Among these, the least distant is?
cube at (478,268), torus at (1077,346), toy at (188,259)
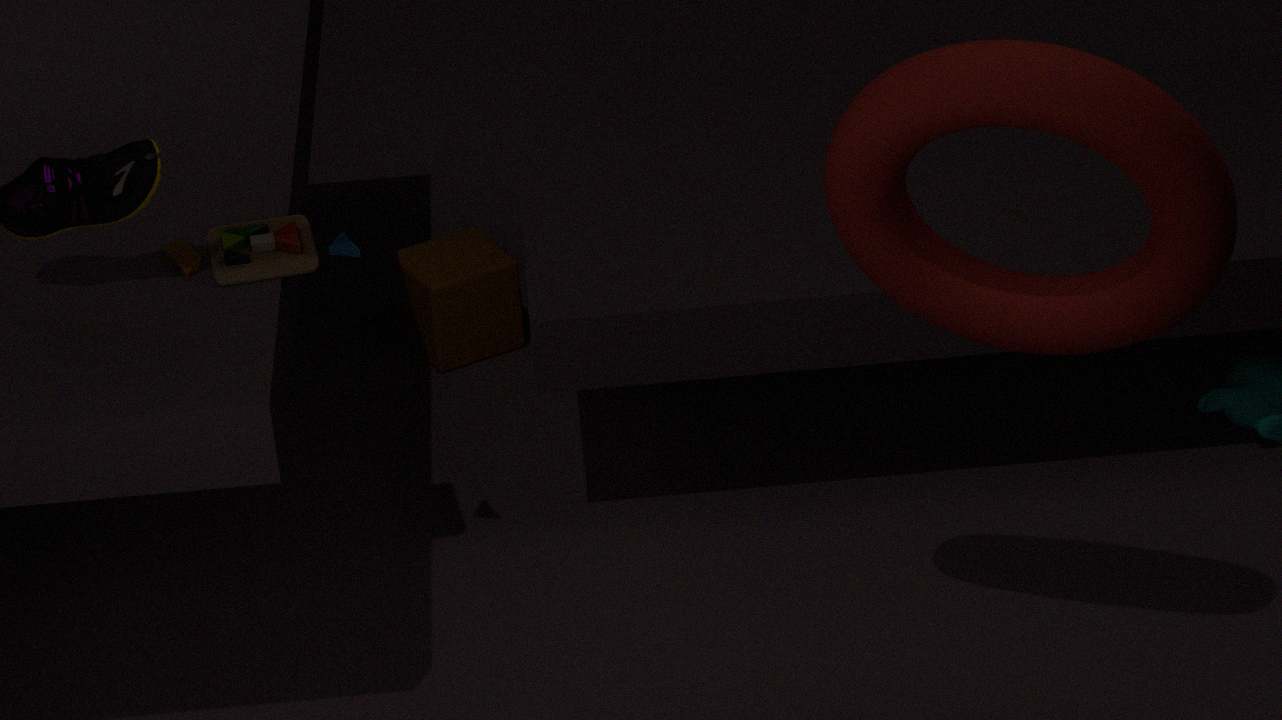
torus at (1077,346)
